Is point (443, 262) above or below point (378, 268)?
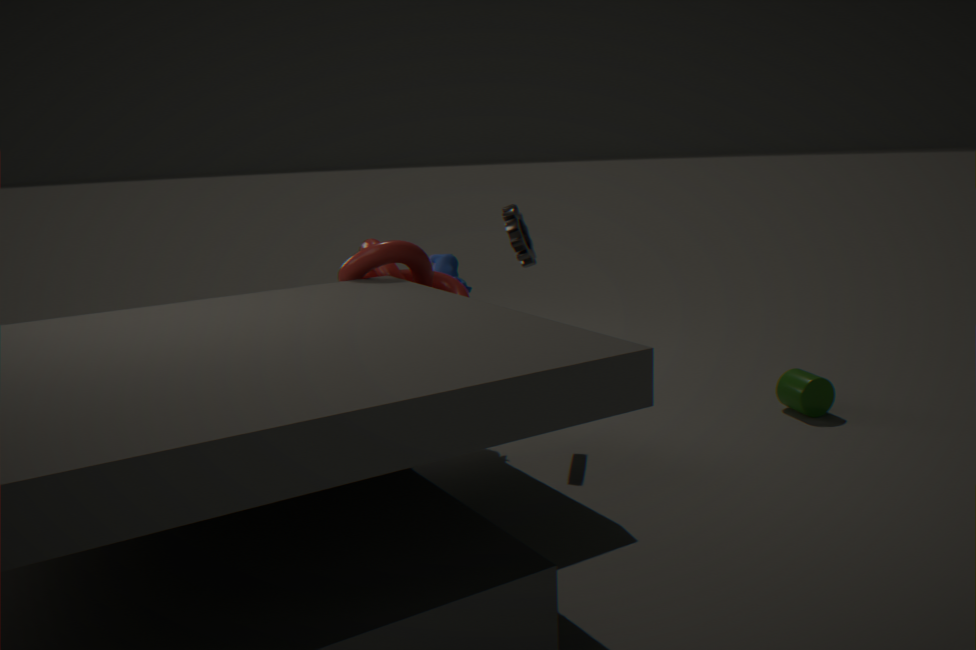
below
